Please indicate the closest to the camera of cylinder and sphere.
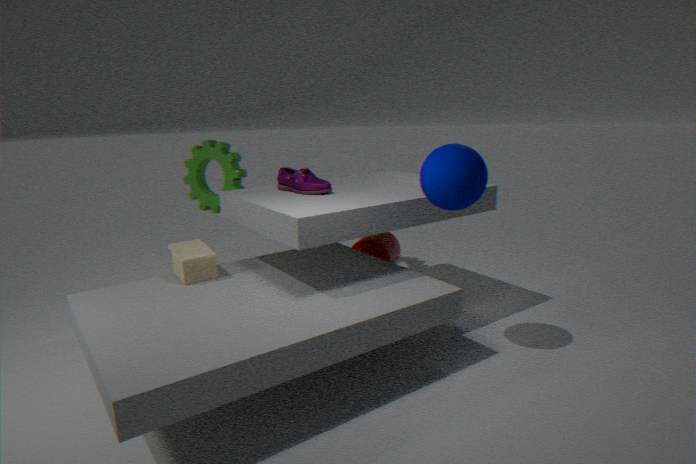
sphere
